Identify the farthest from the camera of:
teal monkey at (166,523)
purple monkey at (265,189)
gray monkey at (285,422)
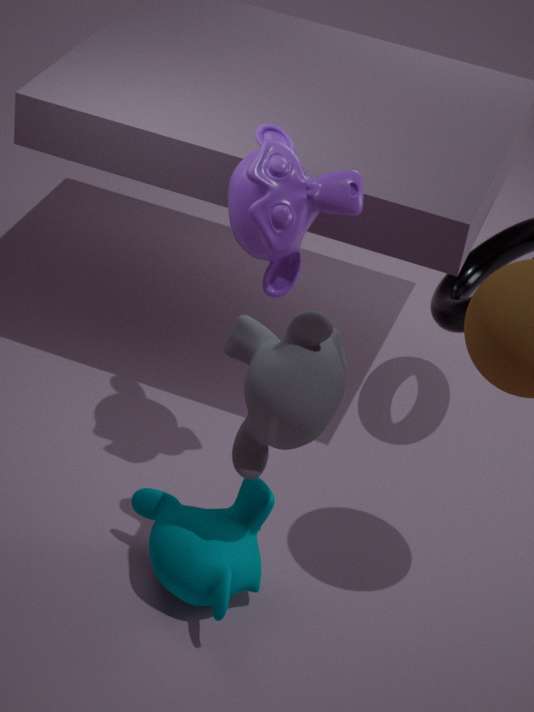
teal monkey at (166,523)
